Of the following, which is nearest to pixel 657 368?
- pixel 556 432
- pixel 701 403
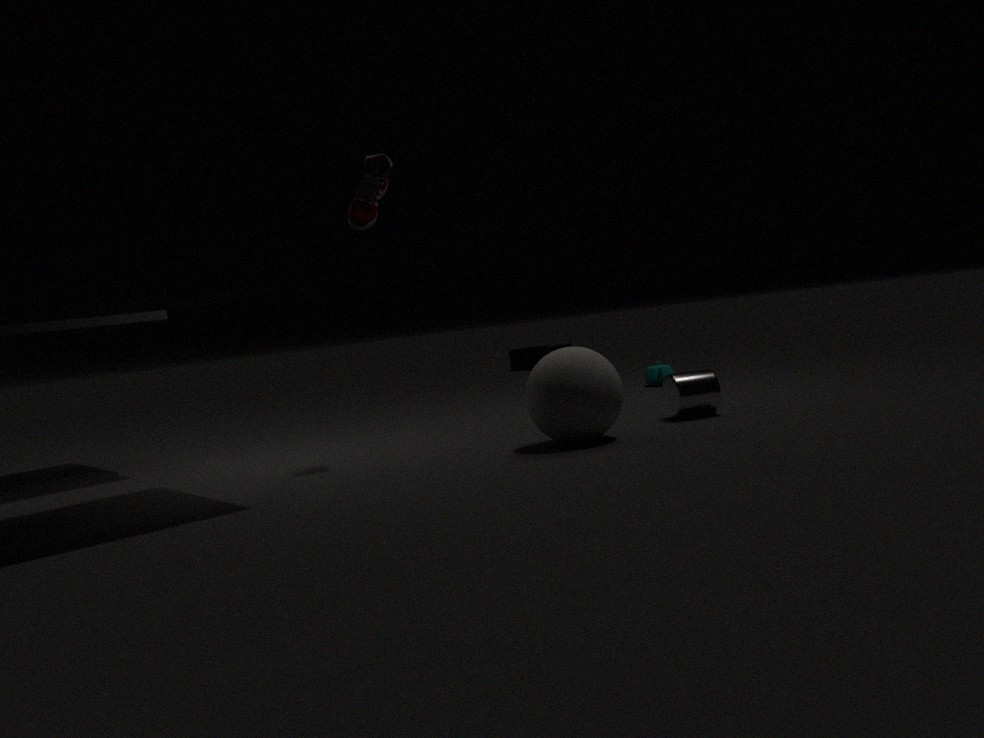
pixel 701 403
